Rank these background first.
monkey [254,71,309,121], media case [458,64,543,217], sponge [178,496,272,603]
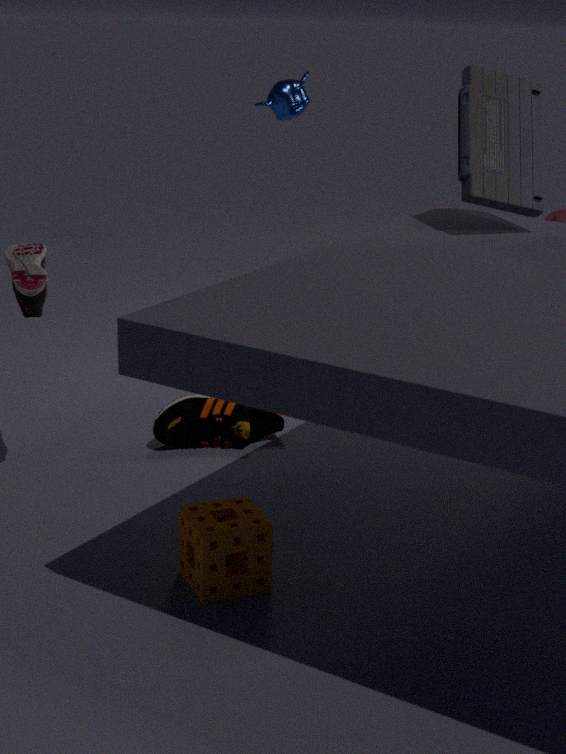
1. monkey [254,71,309,121]
2. media case [458,64,543,217]
3. sponge [178,496,272,603]
